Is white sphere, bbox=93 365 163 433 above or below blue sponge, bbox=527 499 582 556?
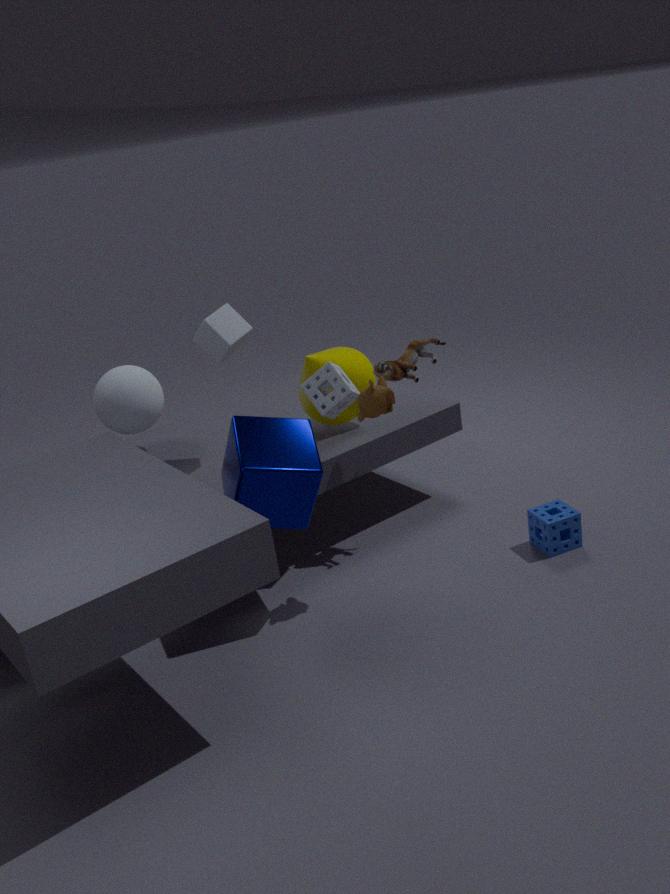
above
